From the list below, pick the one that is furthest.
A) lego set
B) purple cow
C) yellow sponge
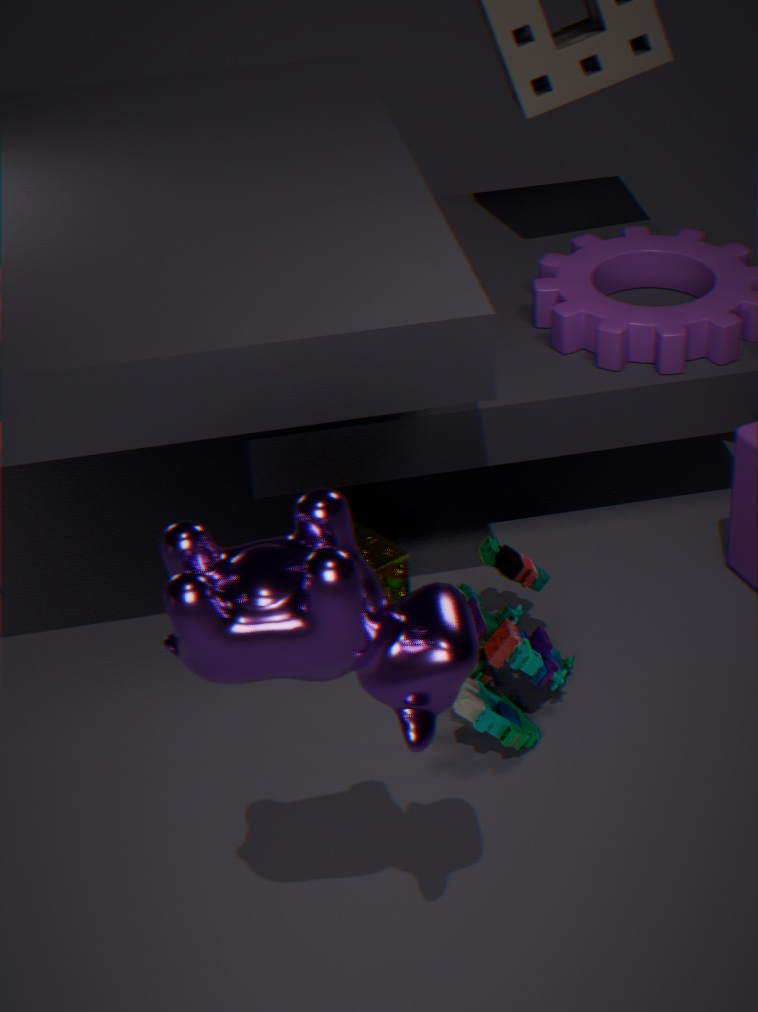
C. yellow sponge
